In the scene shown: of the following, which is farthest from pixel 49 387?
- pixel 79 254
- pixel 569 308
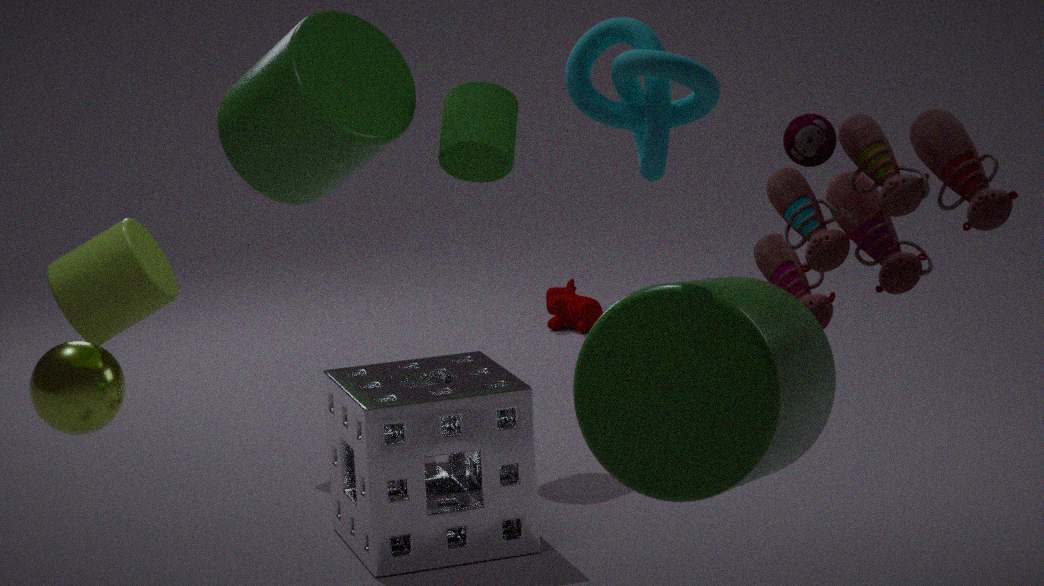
pixel 569 308
